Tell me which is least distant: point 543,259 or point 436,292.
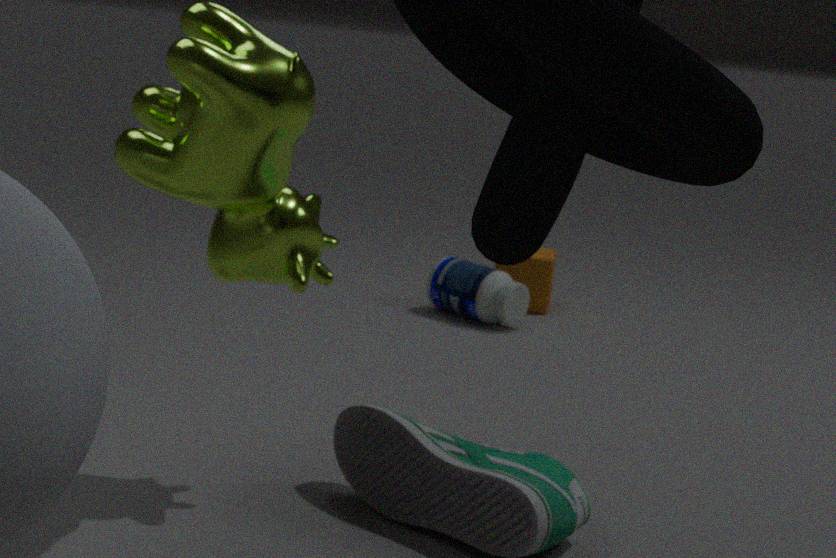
point 436,292
